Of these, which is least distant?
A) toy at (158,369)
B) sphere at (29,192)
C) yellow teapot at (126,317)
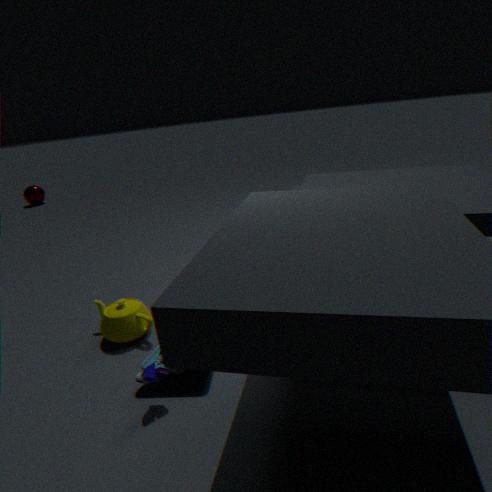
toy at (158,369)
